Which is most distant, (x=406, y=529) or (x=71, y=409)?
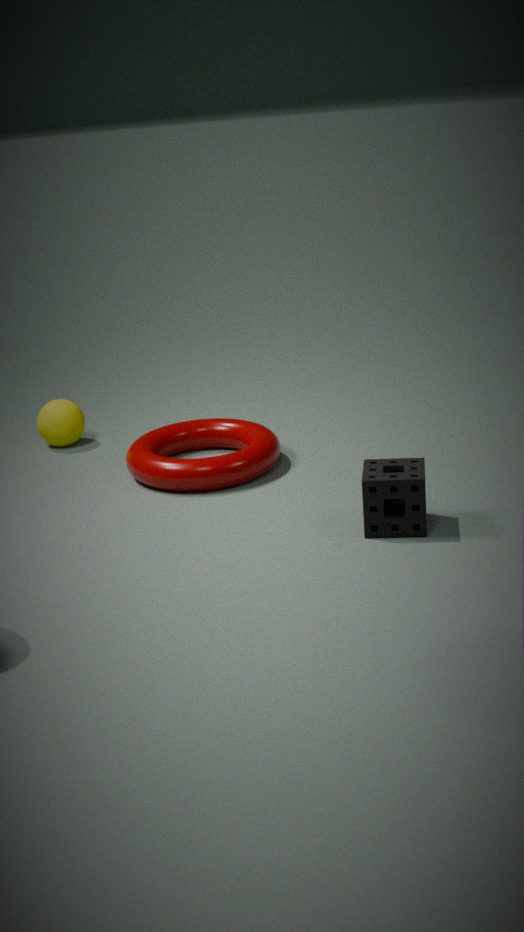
(x=71, y=409)
